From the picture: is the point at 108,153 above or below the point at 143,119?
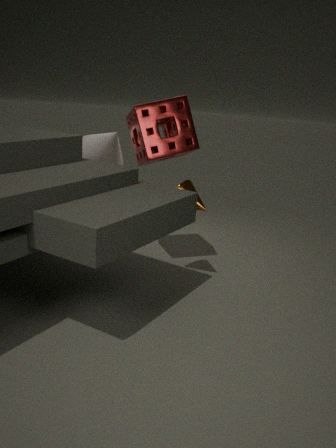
below
